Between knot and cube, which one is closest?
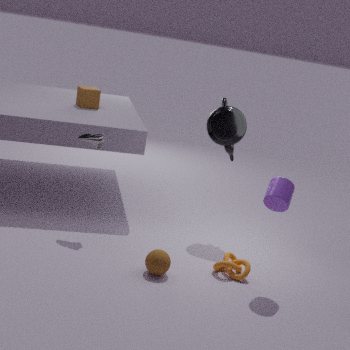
knot
